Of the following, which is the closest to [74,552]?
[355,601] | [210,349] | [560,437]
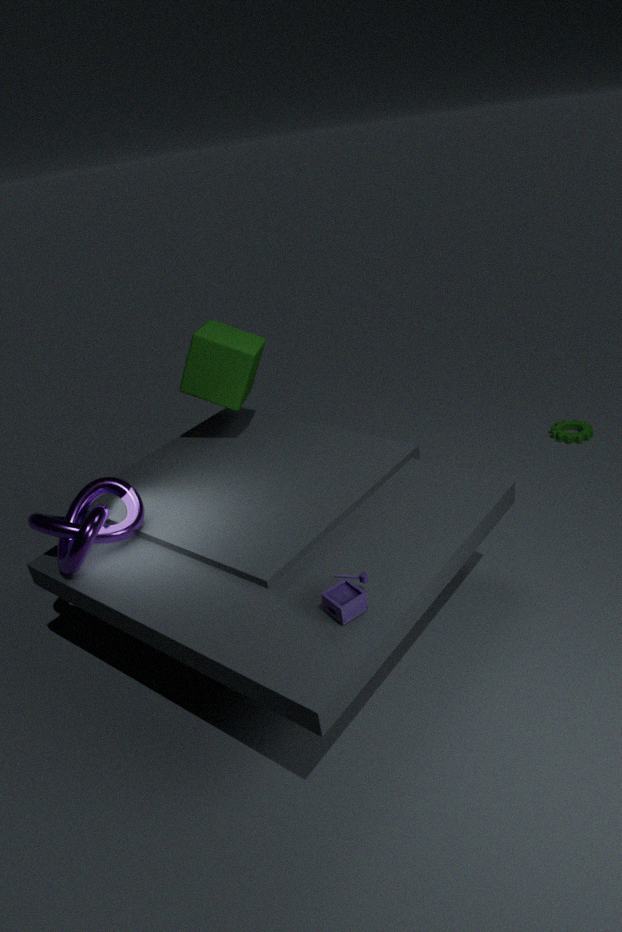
[210,349]
